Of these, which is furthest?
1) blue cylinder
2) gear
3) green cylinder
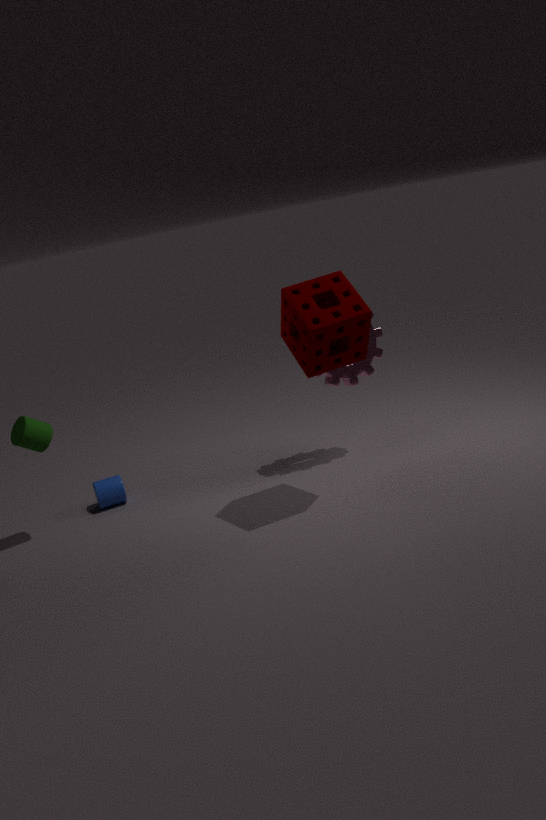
1. blue cylinder
